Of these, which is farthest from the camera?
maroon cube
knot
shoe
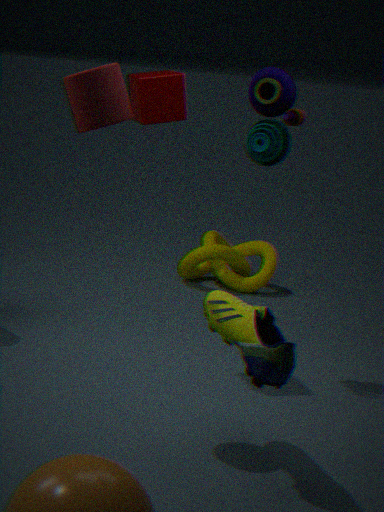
knot
